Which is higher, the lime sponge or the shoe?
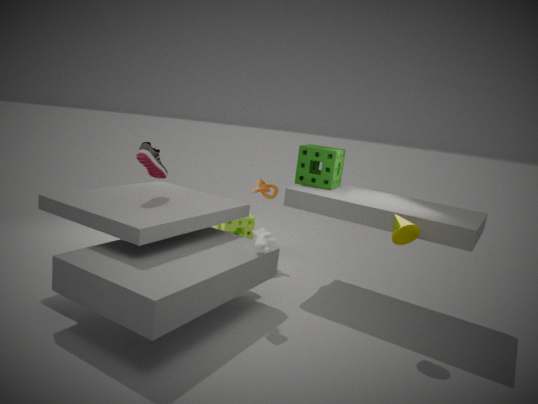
the shoe
